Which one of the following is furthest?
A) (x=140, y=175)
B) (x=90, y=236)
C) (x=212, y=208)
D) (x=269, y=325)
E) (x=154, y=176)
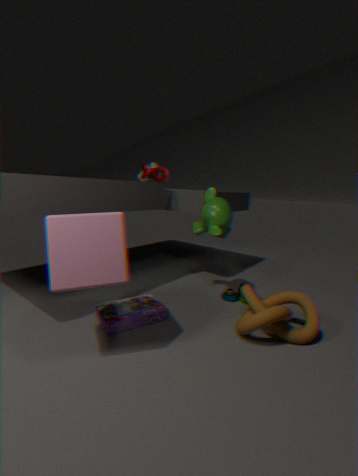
(x=140, y=175)
